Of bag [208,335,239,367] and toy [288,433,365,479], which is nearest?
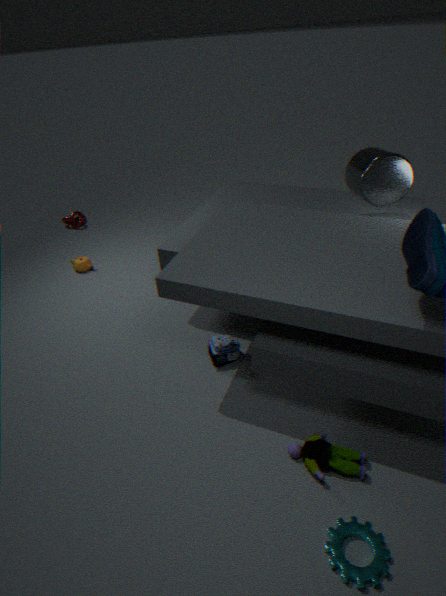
toy [288,433,365,479]
